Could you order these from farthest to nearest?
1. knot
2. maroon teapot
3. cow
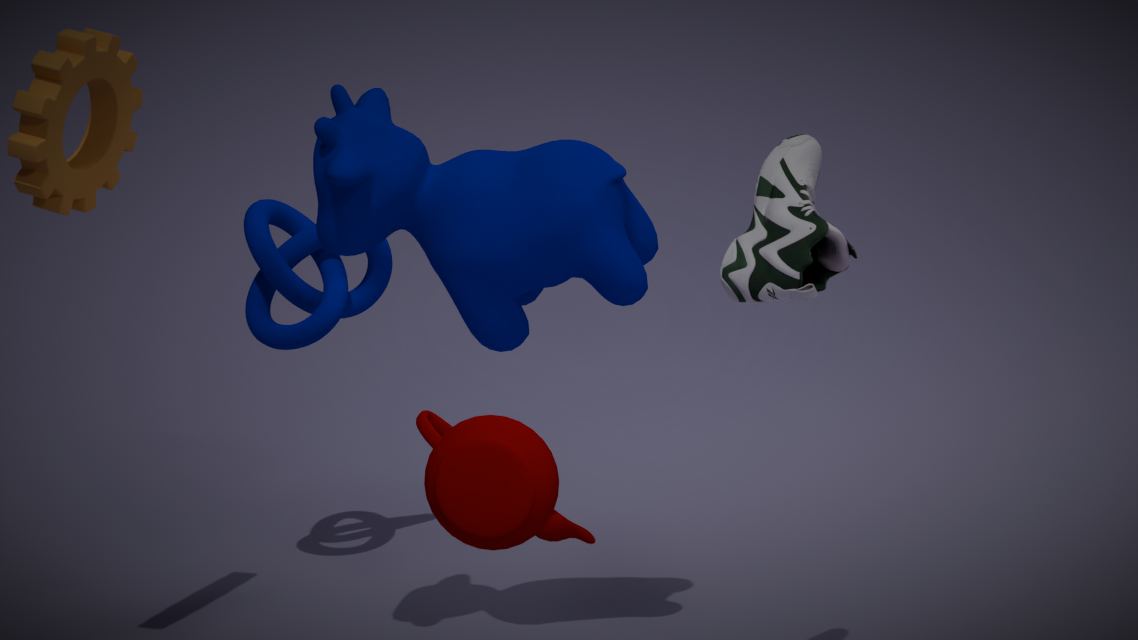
knot
cow
maroon teapot
